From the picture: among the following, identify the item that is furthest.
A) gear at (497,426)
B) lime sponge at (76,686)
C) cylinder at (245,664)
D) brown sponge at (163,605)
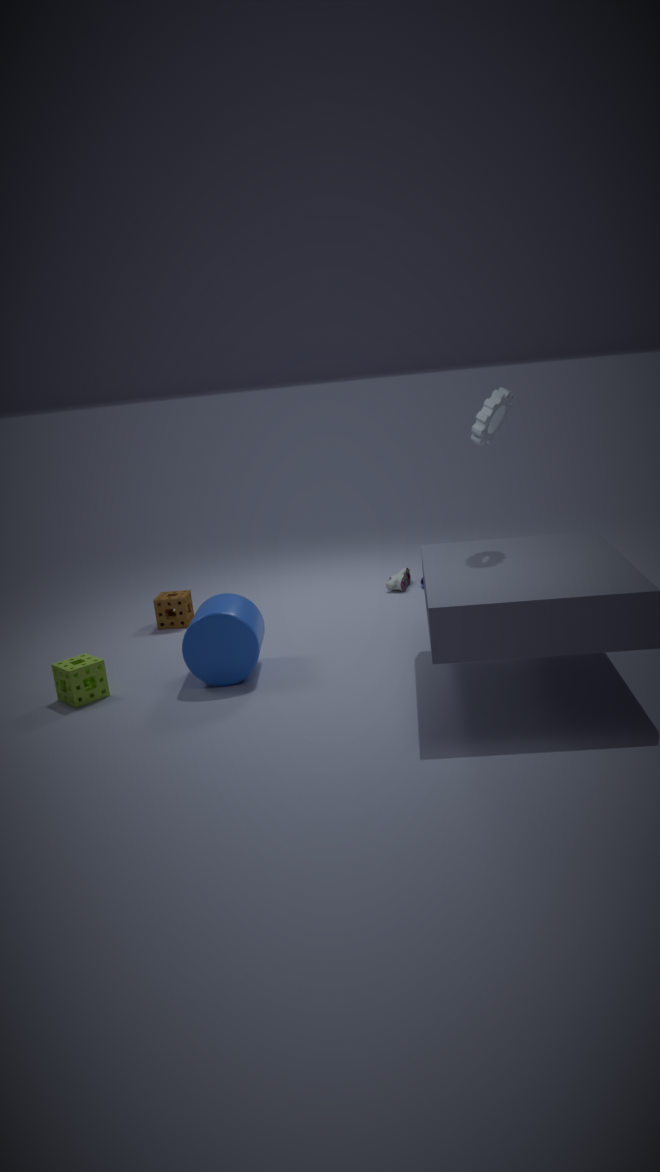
brown sponge at (163,605)
